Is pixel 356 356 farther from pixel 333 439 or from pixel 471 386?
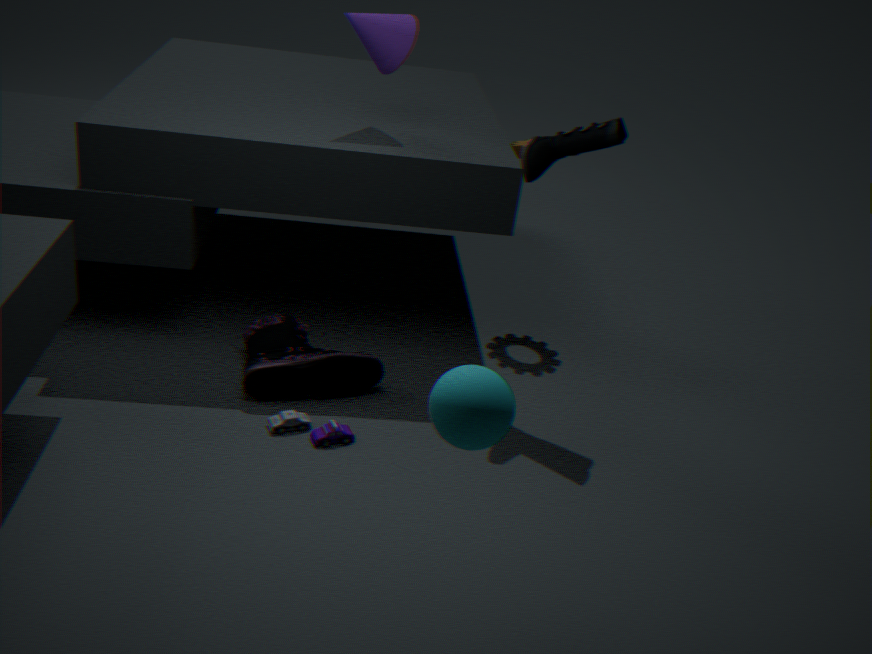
pixel 471 386
